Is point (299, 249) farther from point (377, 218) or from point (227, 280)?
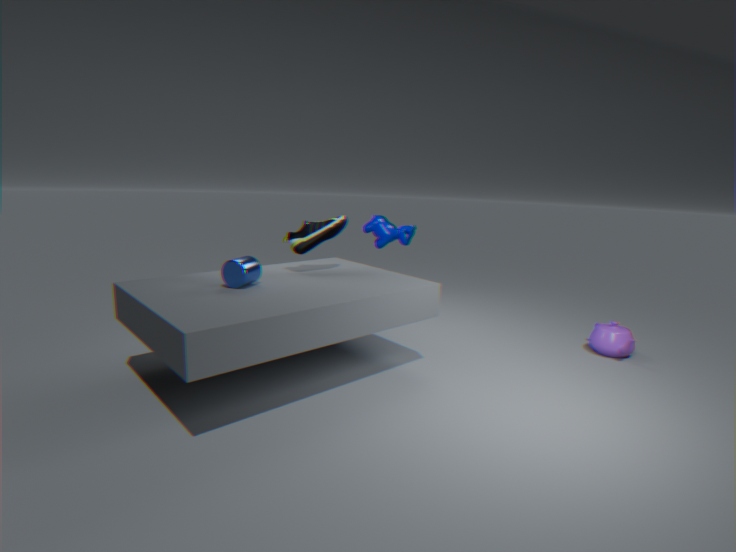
point (377, 218)
